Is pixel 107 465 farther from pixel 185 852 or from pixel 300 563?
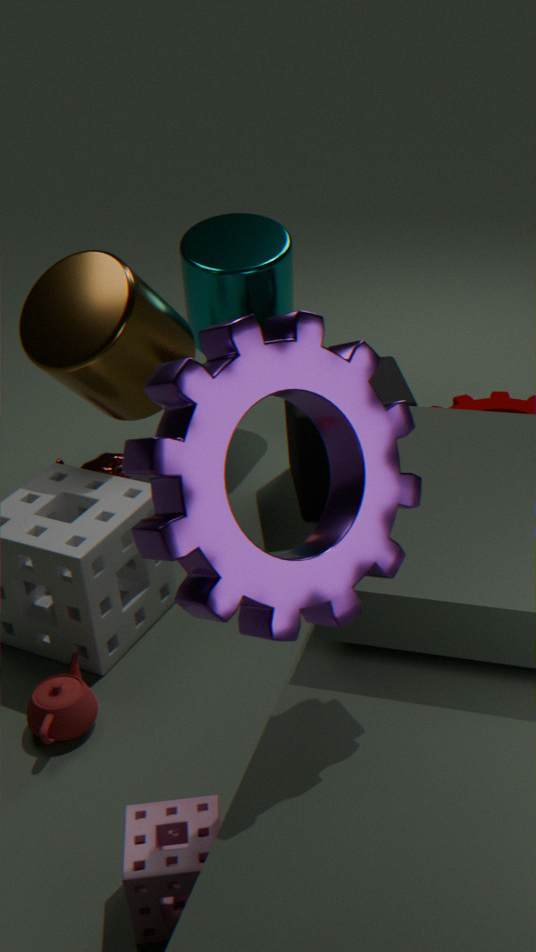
pixel 300 563
